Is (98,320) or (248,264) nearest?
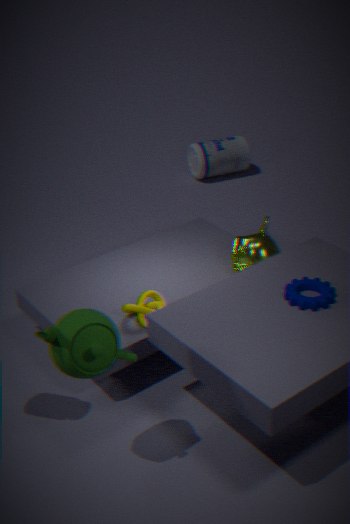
(98,320)
